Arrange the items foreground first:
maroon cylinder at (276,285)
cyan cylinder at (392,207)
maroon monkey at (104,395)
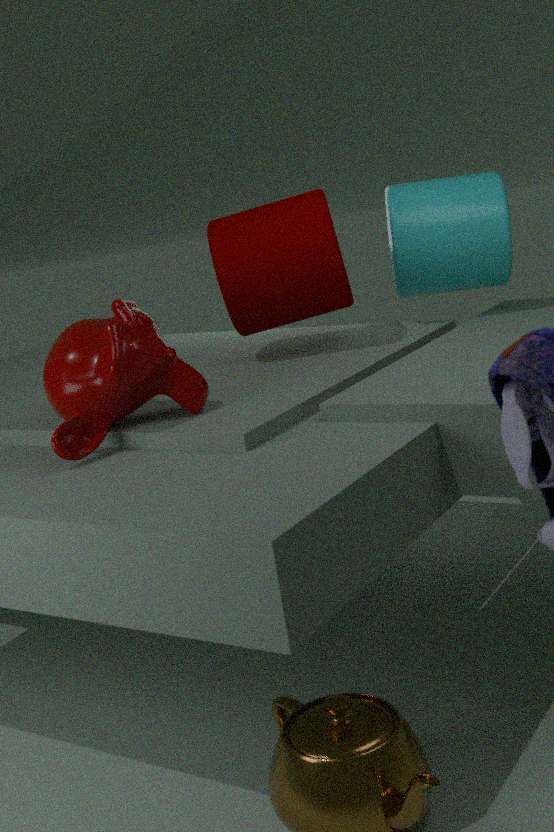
maroon monkey at (104,395), maroon cylinder at (276,285), cyan cylinder at (392,207)
